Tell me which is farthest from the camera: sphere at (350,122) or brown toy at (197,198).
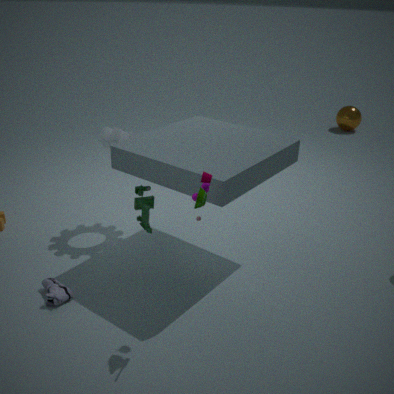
sphere at (350,122)
